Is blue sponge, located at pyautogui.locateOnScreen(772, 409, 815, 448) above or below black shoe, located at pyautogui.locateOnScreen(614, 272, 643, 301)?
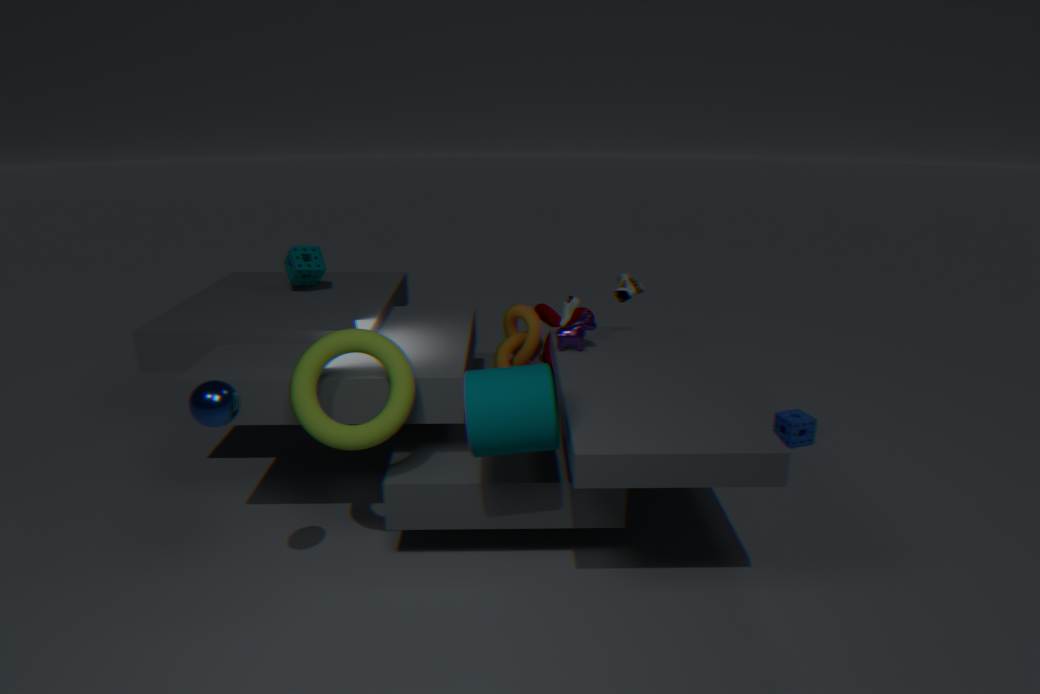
below
